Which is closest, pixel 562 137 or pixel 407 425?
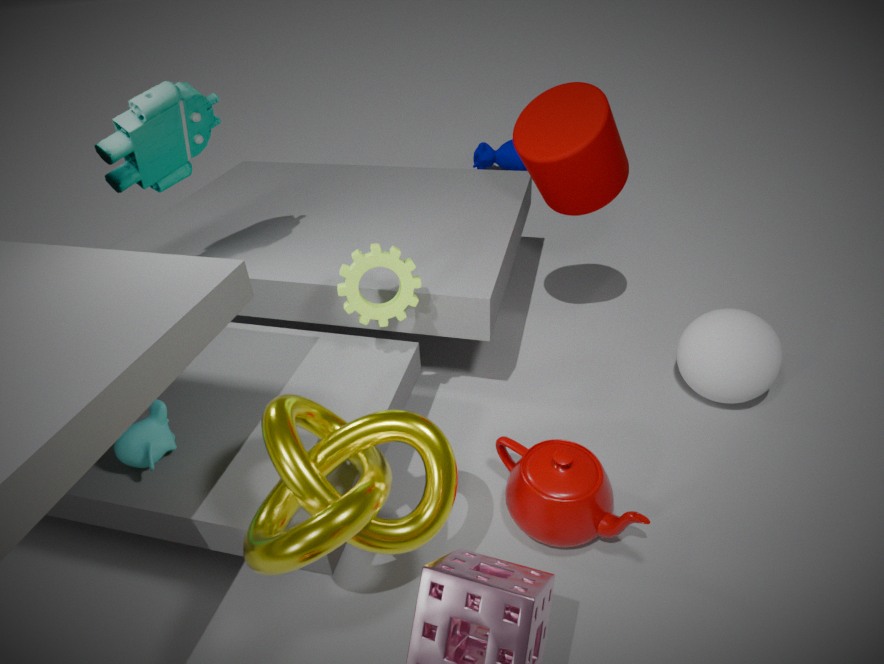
pixel 407 425
